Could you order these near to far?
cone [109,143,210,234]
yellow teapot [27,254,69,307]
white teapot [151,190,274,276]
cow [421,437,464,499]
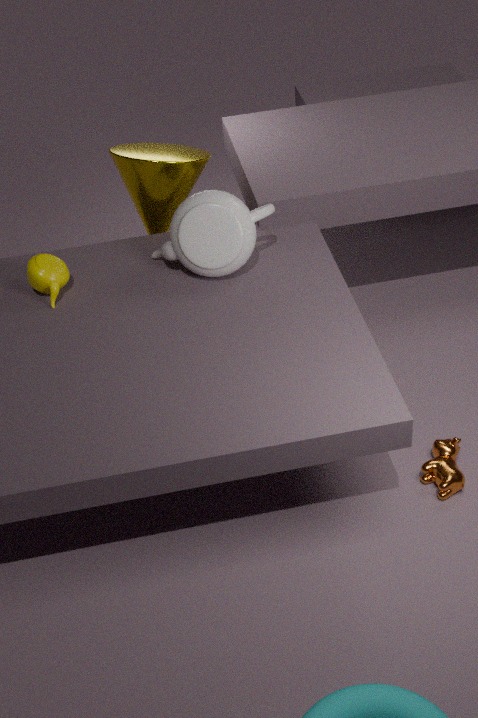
cow [421,437,464,499] → white teapot [151,190,274,276] → yellow teapot [27,254,69,307] → cone [109,143,210,234]
